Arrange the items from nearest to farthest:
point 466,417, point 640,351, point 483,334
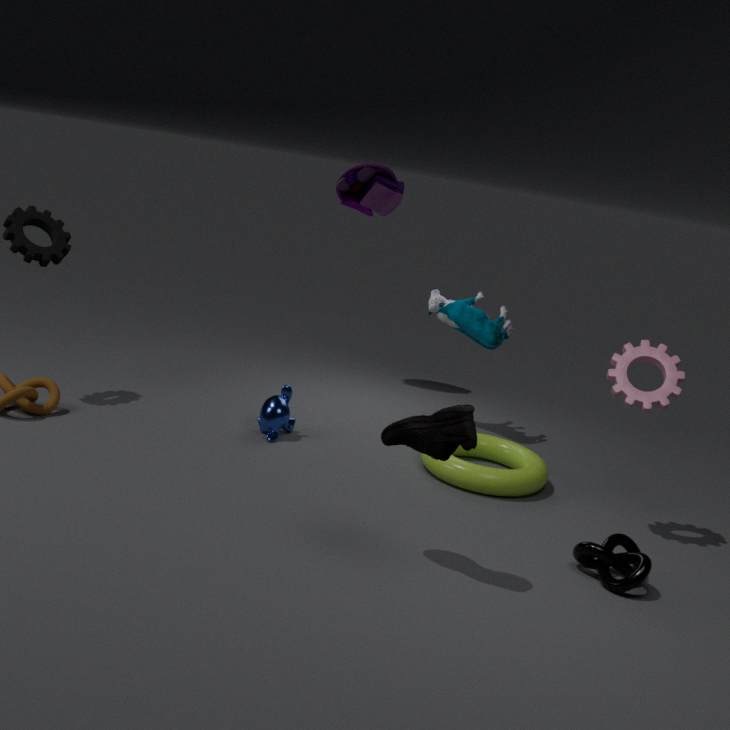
1. point 466,417
2. point 640,351
3. point 483,334
